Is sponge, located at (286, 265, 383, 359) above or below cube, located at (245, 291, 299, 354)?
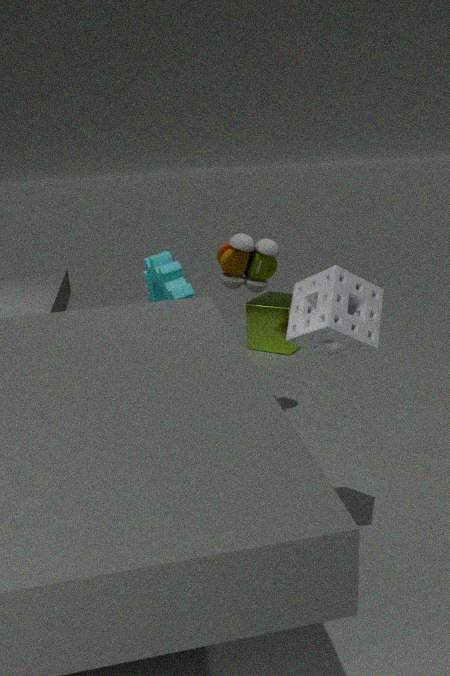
above
